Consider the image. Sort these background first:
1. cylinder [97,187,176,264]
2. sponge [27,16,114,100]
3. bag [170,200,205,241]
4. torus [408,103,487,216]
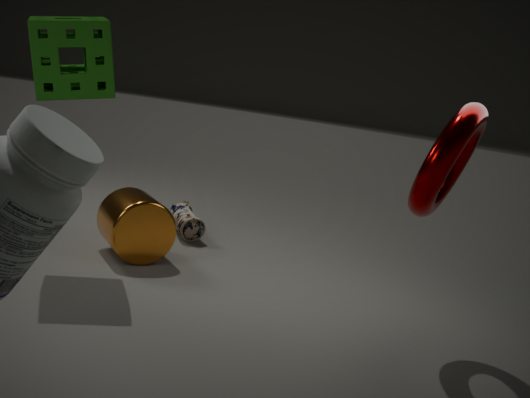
bag [170,200,205,241] < cylinder [97,187,176,264] < sponge [27,16,114,100] < torus [408,103,487,216]
